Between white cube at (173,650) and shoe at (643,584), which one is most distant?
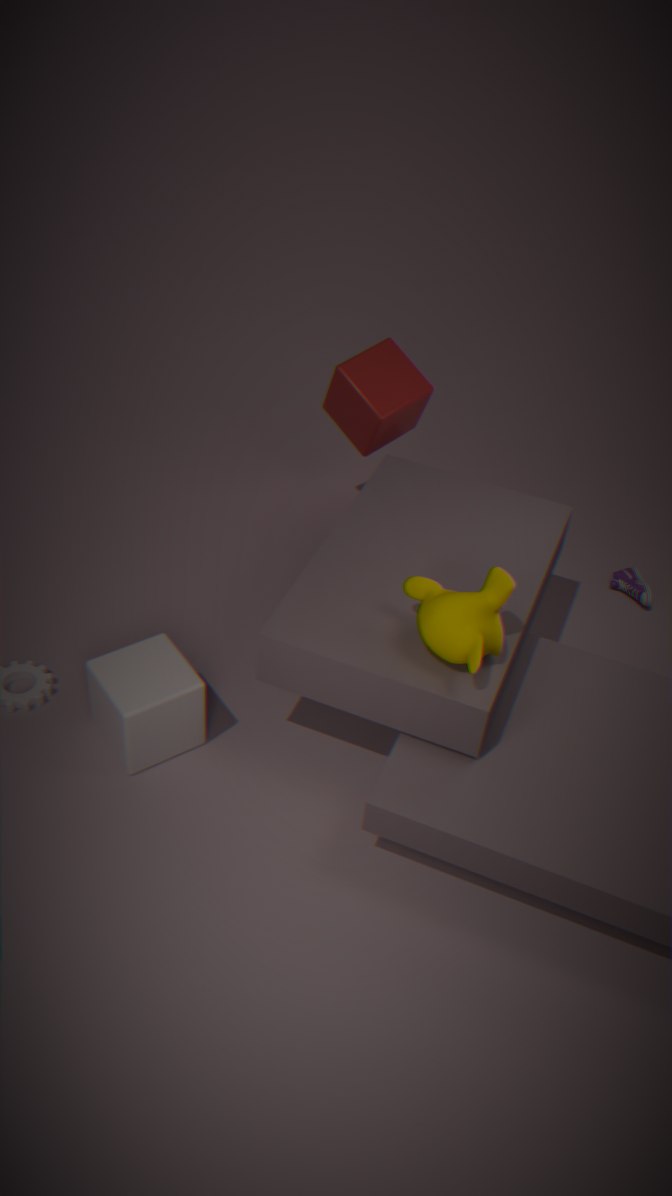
shoe at (643,584)
